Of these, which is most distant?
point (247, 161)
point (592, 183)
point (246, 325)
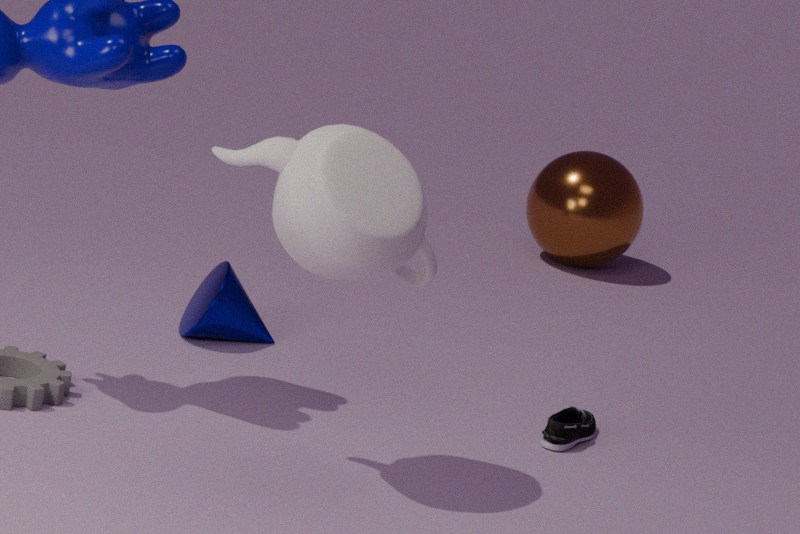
point (592, 183)
